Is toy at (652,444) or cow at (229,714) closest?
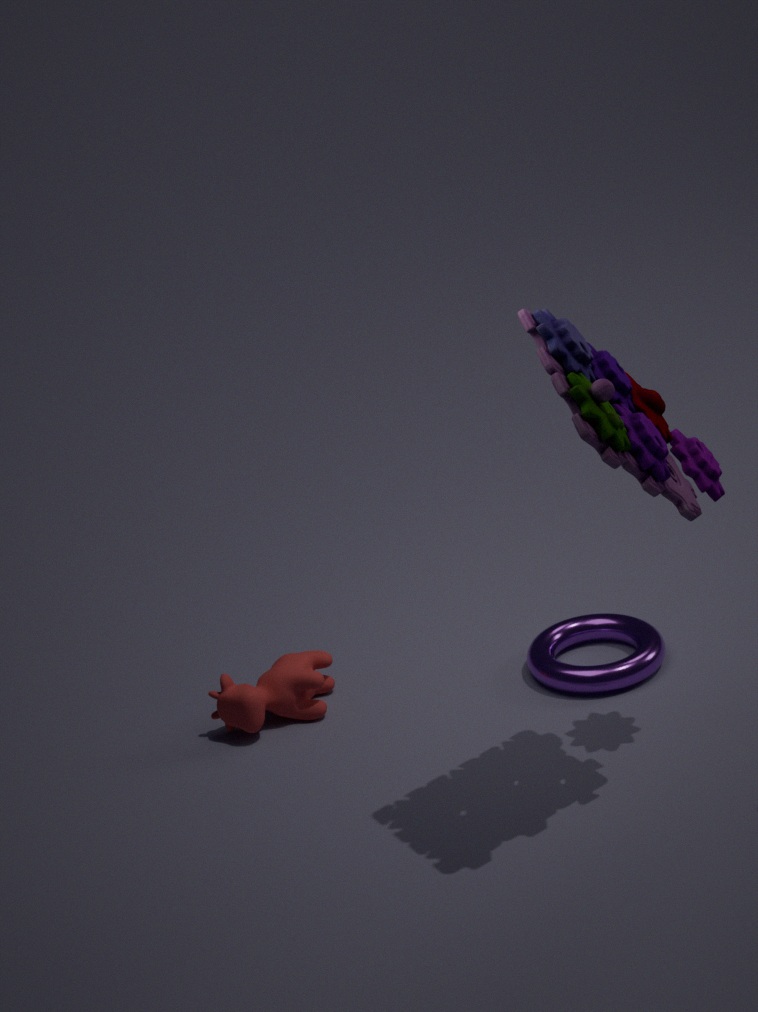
toy at (652,444)
